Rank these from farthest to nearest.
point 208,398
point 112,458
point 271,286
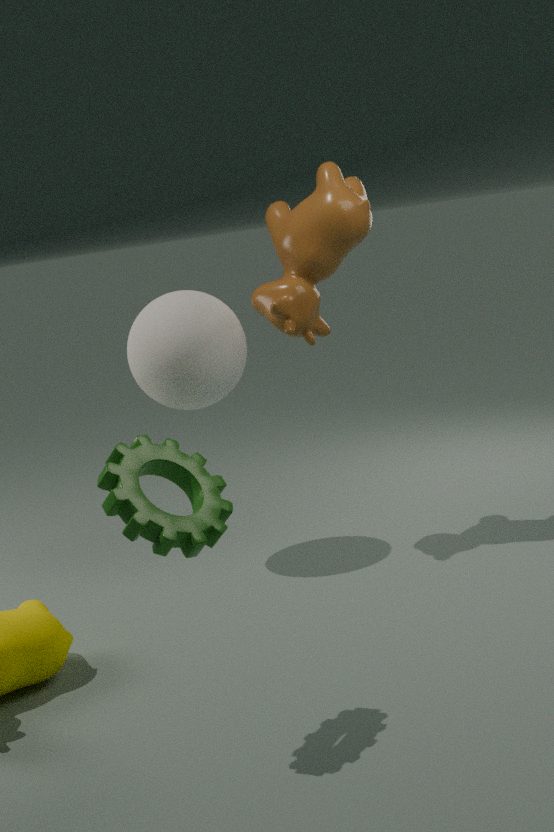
1. point 208,398
2. point 271,286
3. point 112,458
